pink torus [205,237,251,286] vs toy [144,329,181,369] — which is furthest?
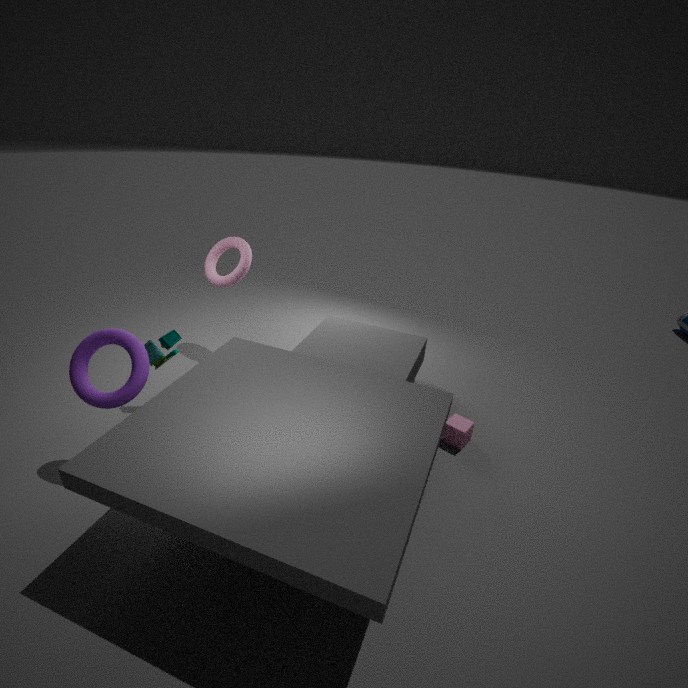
pink torus [205,237,251,286]
